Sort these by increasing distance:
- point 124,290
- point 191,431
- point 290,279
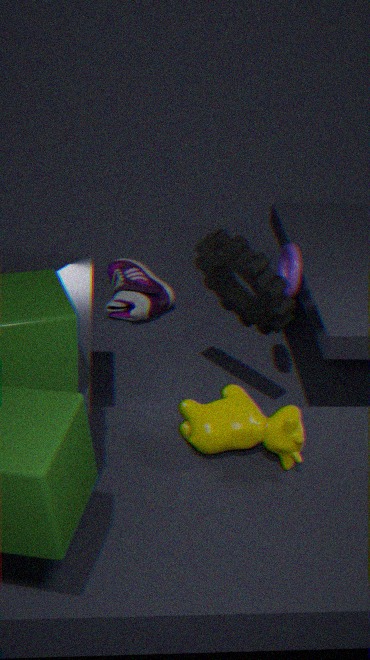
point 191,431
point 290,279
point 124,290
